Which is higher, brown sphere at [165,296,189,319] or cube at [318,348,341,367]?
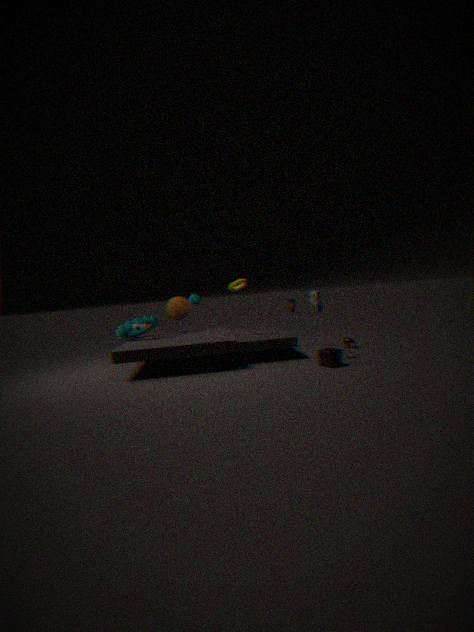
brown sphere at [165,296,189,319]
